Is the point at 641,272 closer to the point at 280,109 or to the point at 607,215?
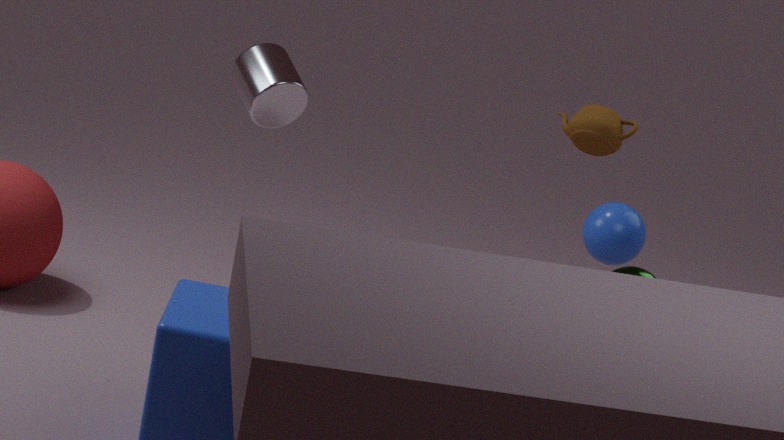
the point at 607,215
